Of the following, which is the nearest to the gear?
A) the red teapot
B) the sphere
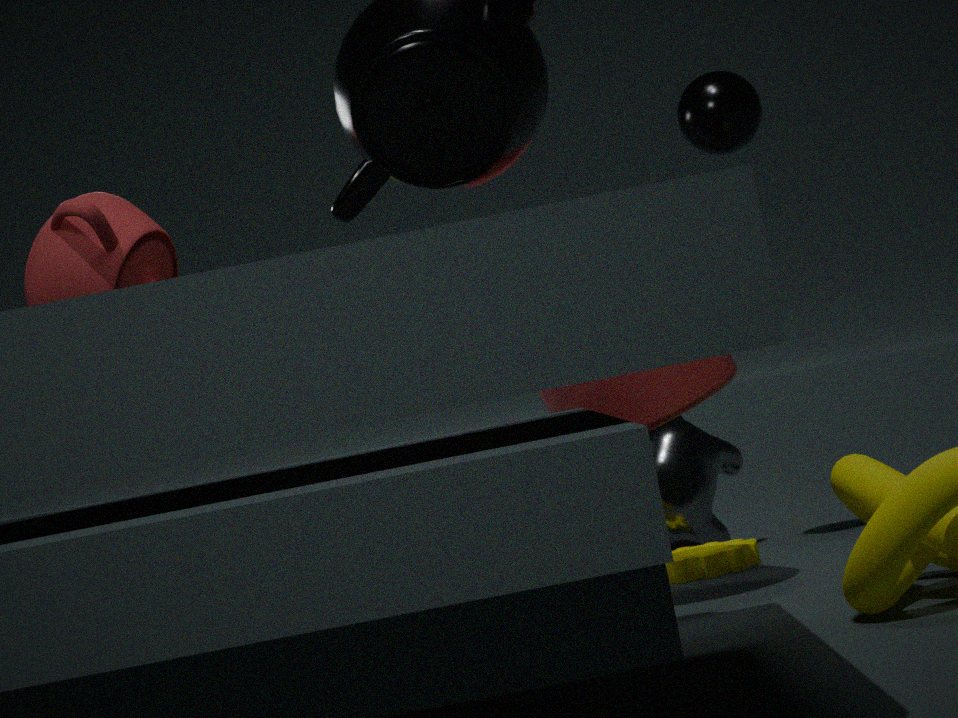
the sphere
